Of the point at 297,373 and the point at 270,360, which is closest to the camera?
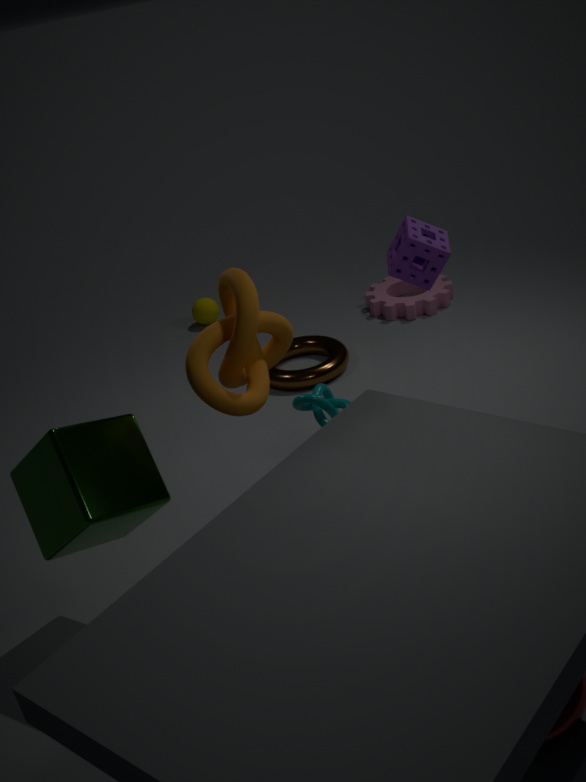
the point at 270,360
